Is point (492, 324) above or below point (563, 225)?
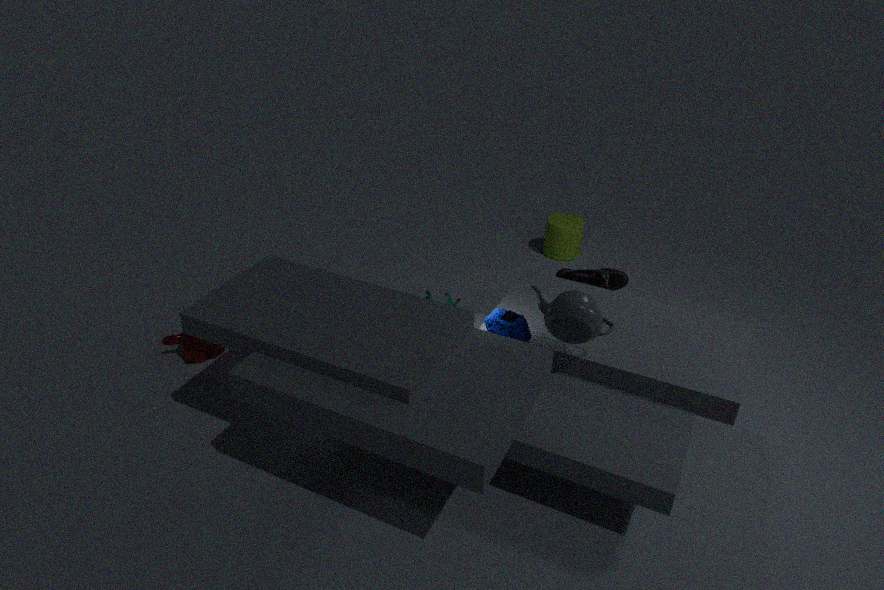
above
